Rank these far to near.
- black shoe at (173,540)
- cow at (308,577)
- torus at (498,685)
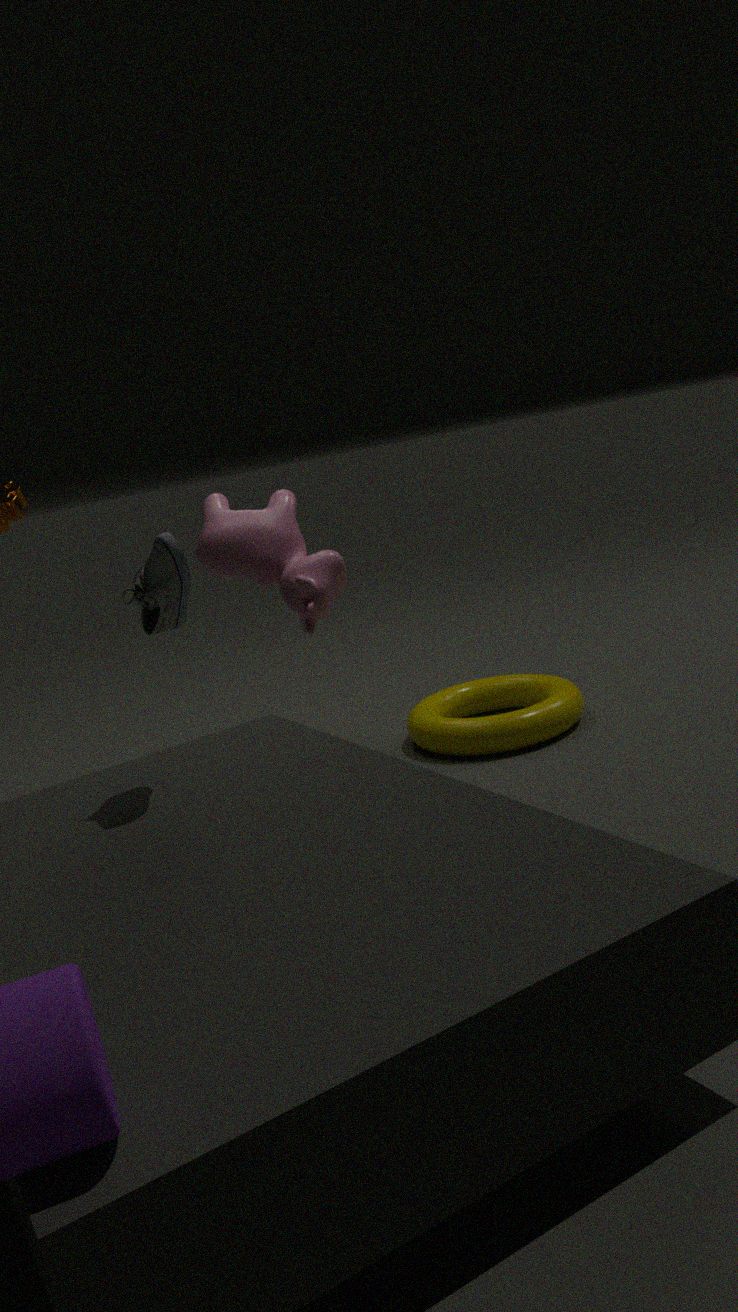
torus at (498,685) < cow at (308,577) < black shoe at (173,540)
